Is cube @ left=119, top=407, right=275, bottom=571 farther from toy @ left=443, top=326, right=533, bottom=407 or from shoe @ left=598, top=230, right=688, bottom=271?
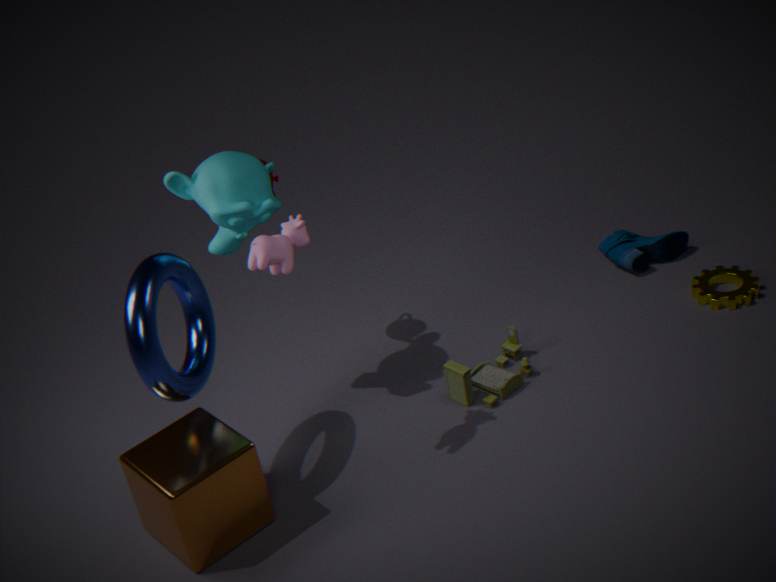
shoe @ left=598, top=230, right=688, bottom=271
